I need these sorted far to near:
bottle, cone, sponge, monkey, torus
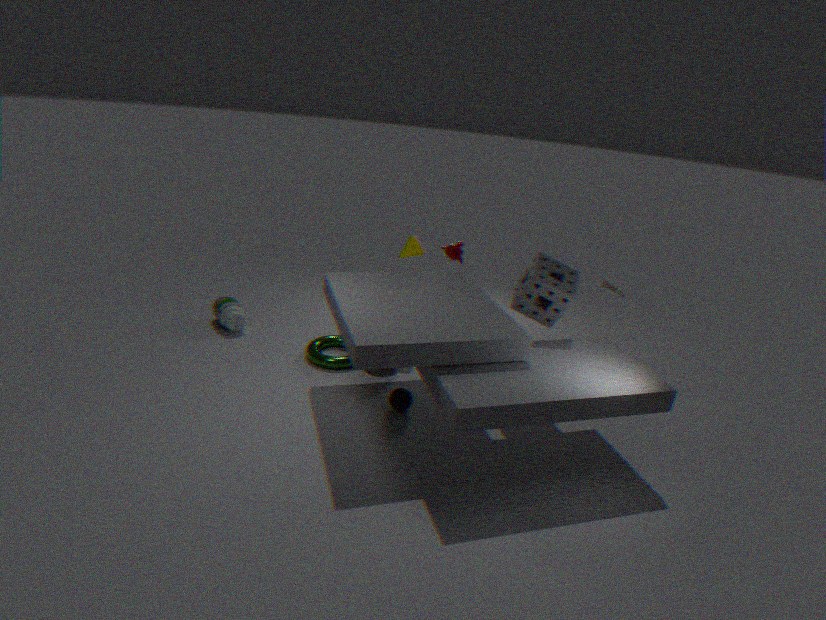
monkey < bottle < cone < torus < sponge
